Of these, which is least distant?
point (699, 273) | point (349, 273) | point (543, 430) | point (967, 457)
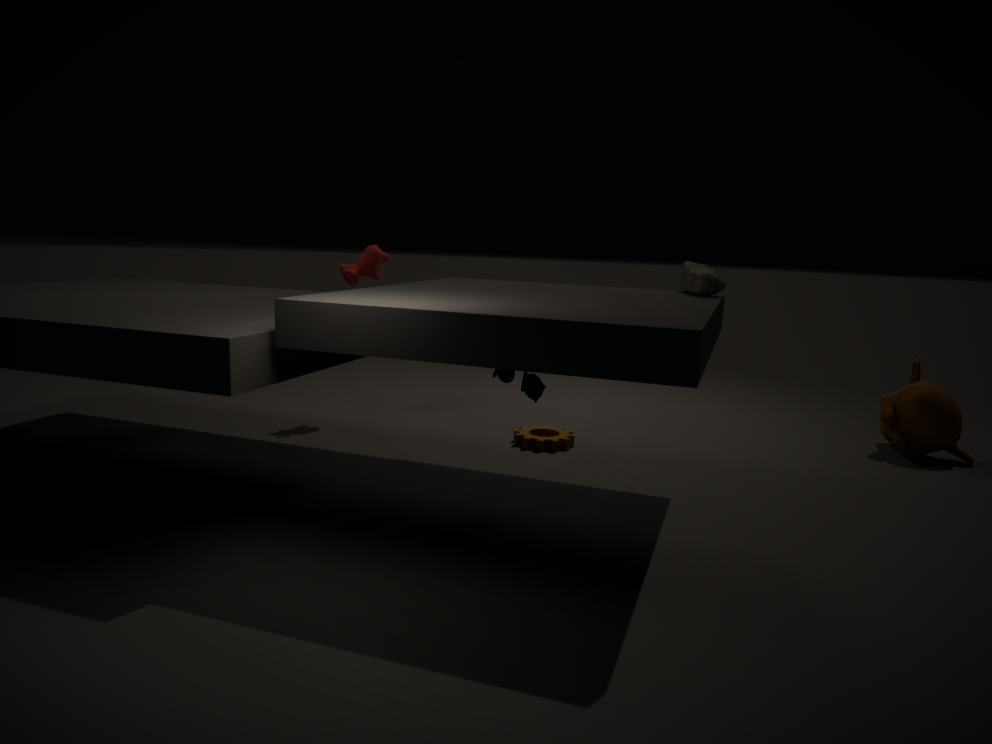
point (699, 273)
